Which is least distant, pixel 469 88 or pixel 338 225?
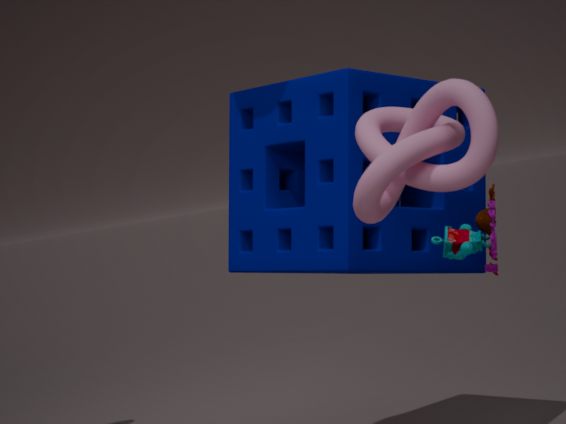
pixel 469 88
